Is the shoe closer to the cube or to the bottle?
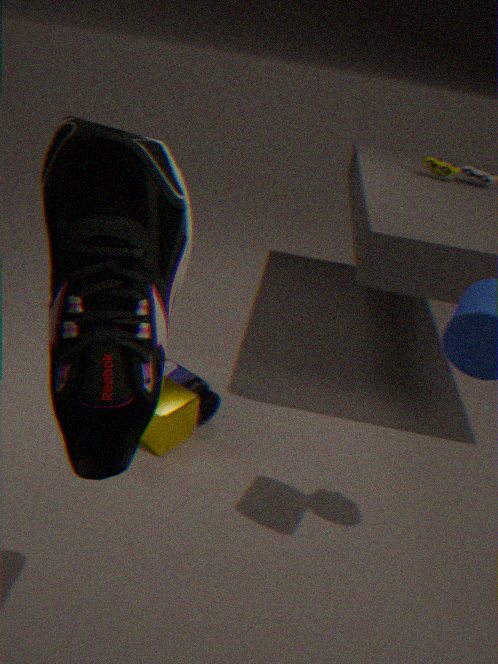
the cube
